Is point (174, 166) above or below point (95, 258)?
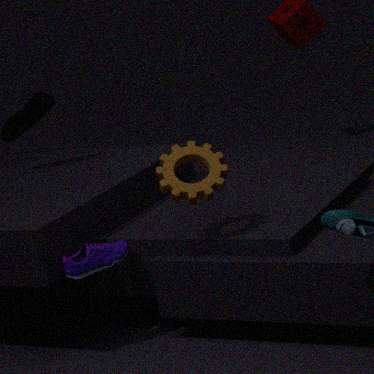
above
